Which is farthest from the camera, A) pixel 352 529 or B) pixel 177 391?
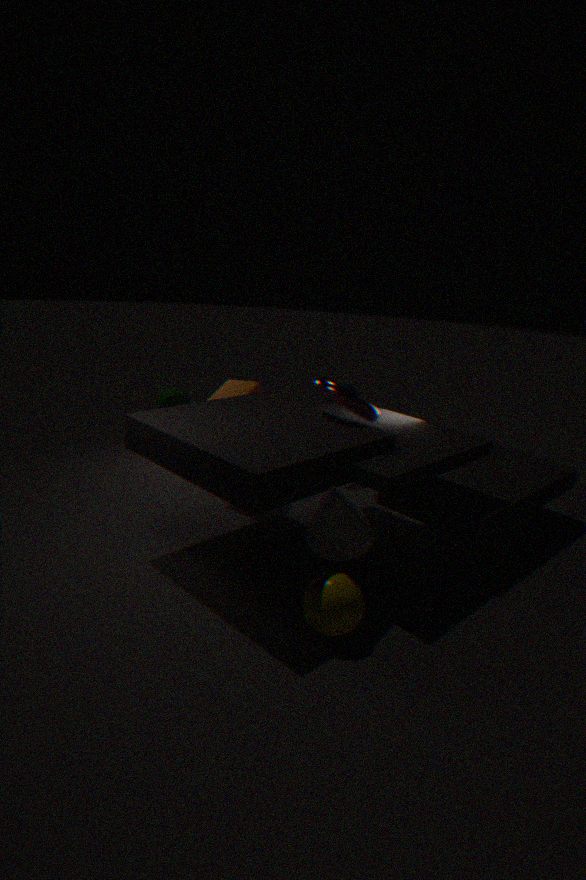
B. pixel 177 391
